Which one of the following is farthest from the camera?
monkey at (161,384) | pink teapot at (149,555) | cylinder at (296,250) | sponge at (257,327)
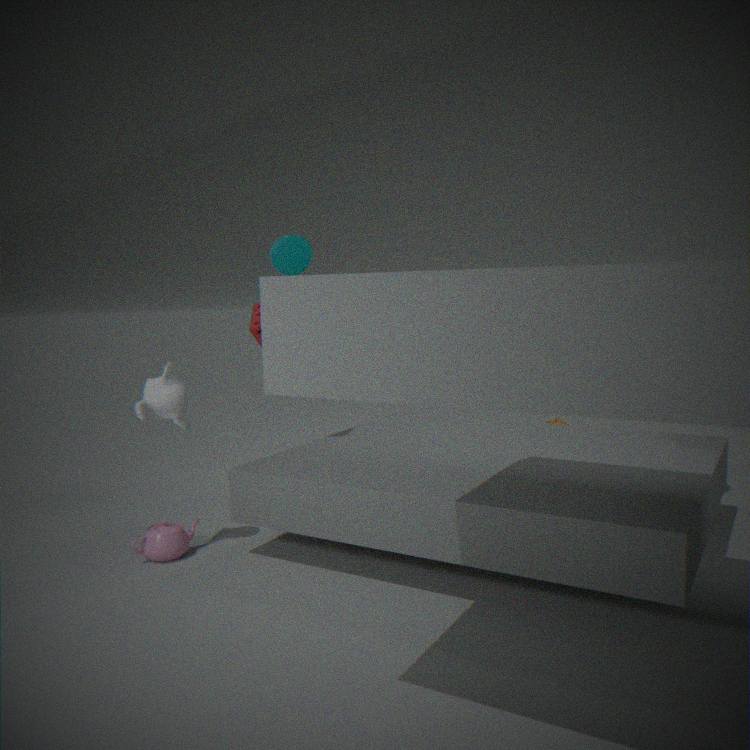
cylinder at (296,250)
